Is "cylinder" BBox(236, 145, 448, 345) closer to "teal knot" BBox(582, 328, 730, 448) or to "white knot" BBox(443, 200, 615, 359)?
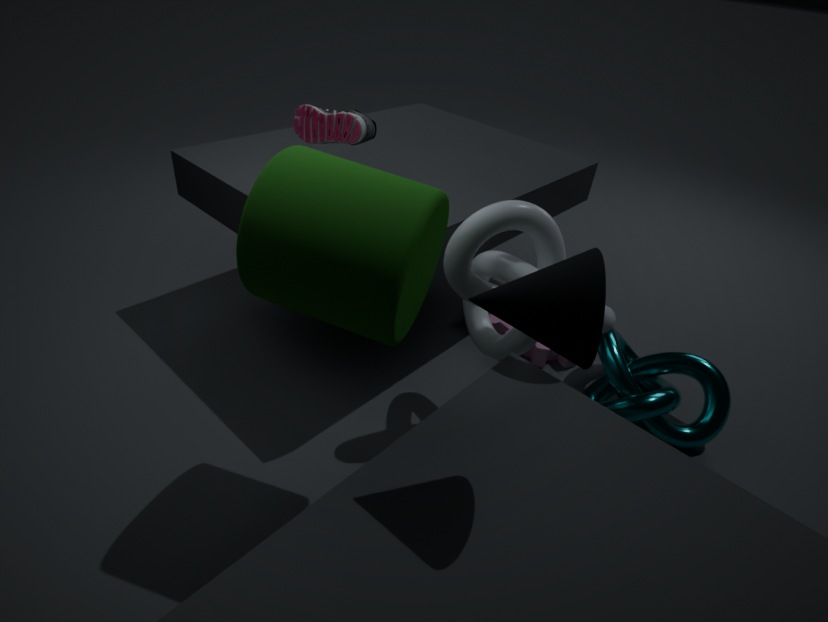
"white knot" BBox(443, 200, 615, 359)
